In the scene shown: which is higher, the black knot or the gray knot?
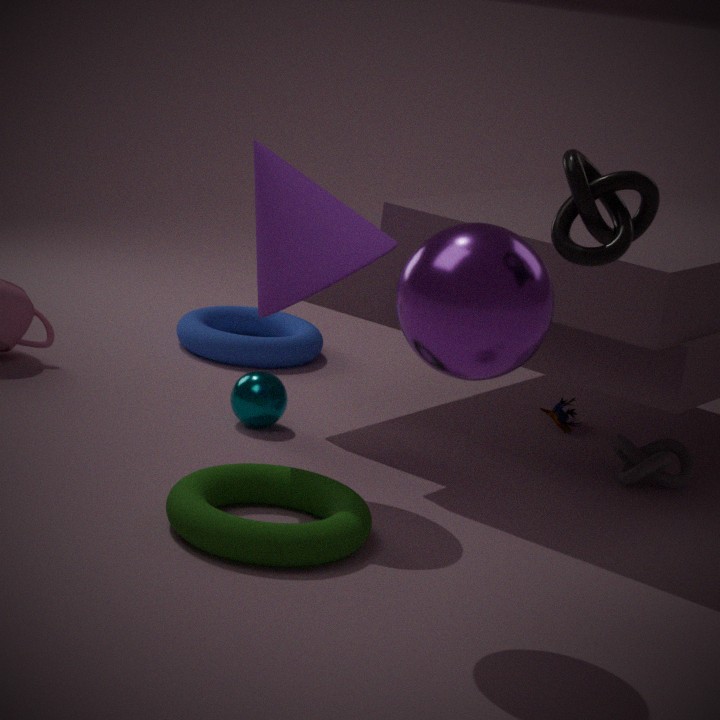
the black knot
